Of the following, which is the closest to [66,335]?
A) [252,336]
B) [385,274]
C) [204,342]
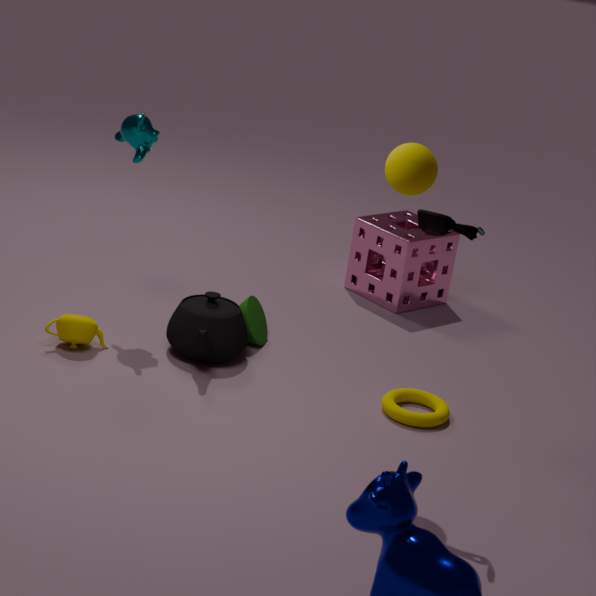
[204,342]
